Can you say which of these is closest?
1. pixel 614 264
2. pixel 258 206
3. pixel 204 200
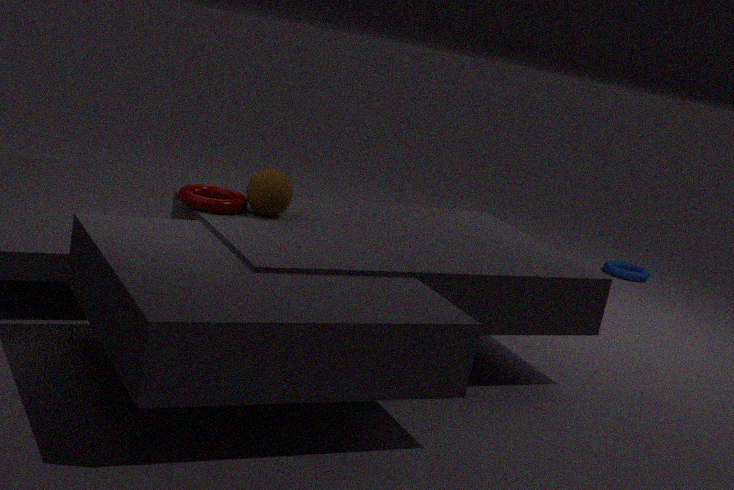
pixel 204 200
